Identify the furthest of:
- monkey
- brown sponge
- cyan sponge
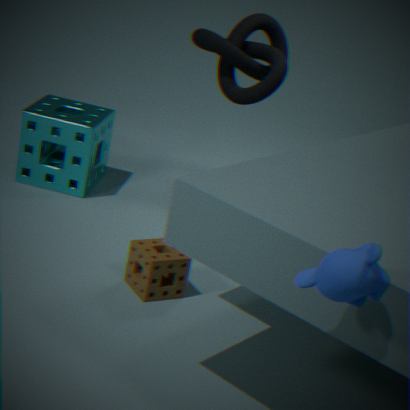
cyan sponge
